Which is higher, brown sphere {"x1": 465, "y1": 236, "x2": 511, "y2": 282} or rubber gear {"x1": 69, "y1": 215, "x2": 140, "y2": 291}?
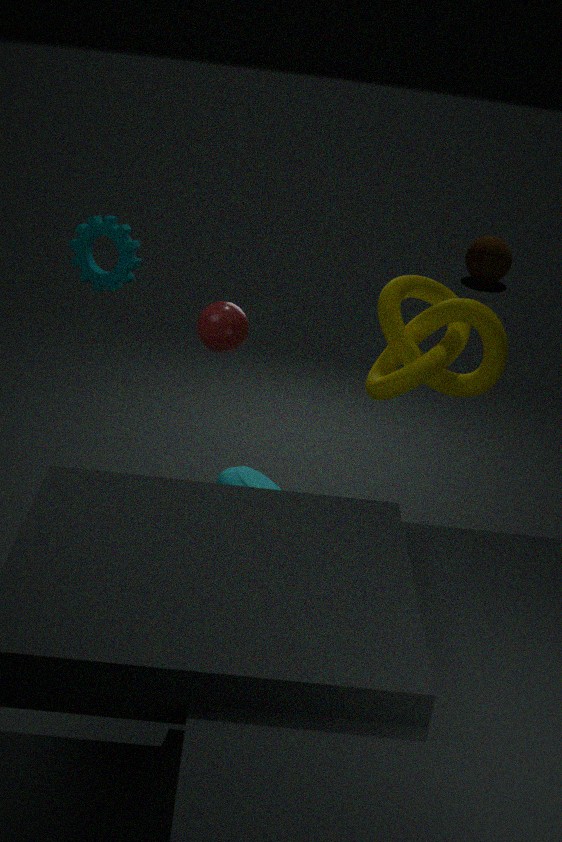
rubber gear {"x1": 69, "y1": 215, "x2": 140, "y2": 291}
